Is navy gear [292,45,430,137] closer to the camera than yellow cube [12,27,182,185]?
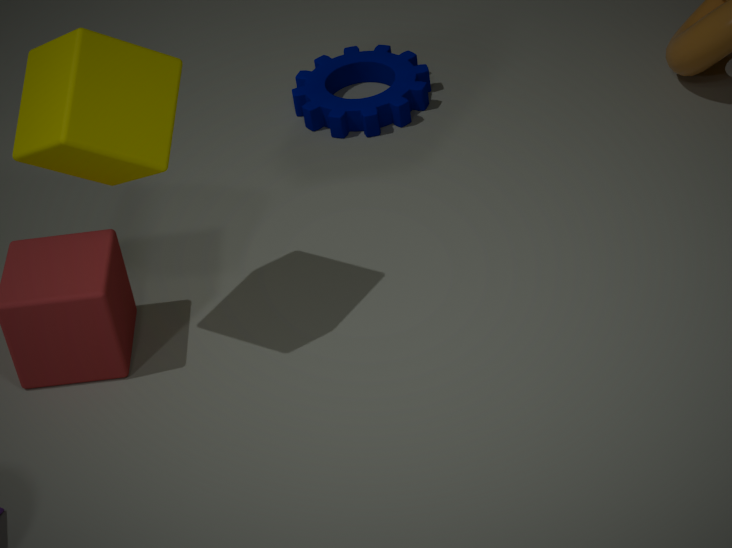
No
